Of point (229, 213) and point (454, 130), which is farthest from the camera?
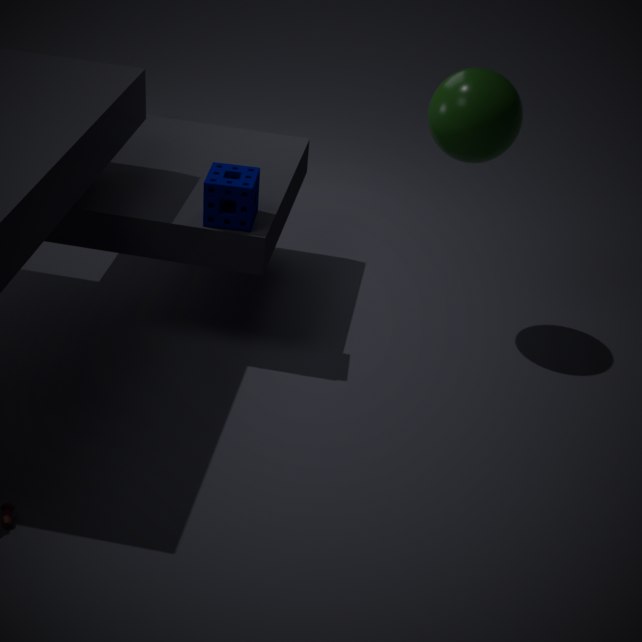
point (454, 130)
